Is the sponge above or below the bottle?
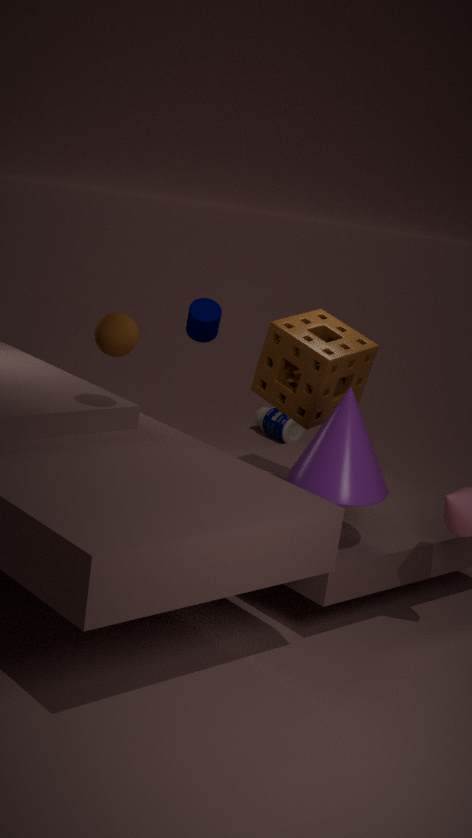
above
